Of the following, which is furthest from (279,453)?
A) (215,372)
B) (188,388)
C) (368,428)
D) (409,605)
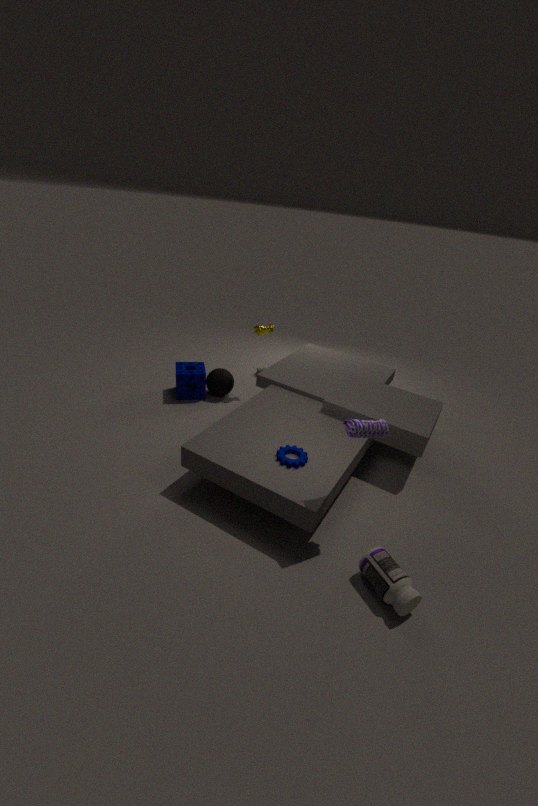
(188,388)
